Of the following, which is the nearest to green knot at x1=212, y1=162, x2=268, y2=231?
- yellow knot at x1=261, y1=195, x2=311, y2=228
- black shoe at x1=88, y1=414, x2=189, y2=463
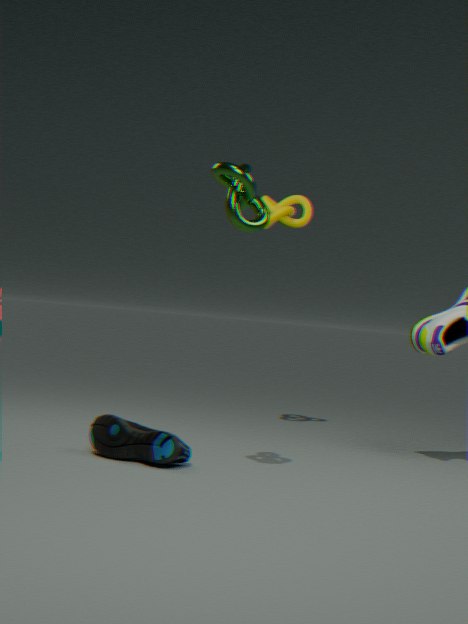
black shoe at x1=88, y1=414, x2=189, y2=463
